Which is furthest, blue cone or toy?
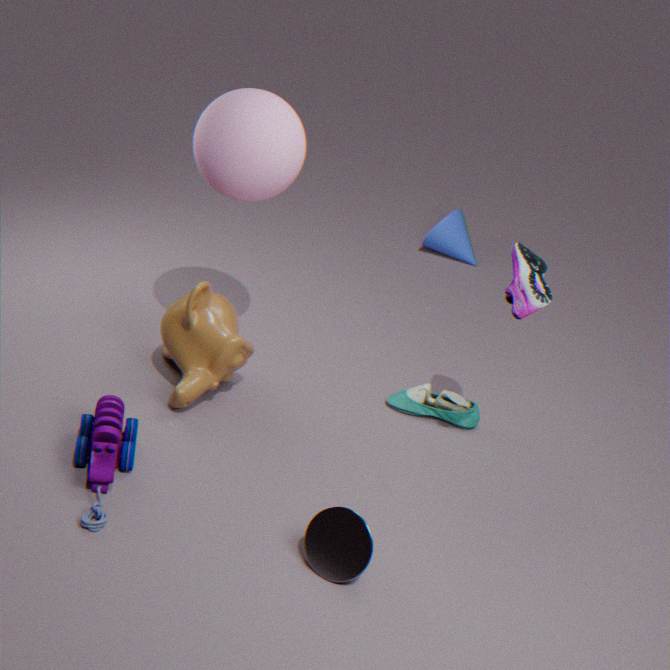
blue cone
